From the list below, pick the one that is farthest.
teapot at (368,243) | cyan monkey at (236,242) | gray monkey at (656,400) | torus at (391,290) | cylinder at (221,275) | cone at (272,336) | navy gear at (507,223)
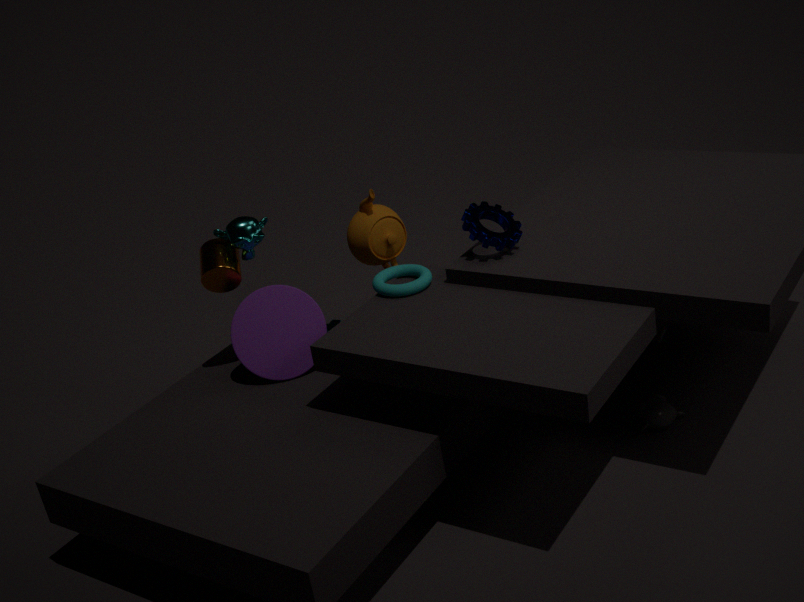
teapot at (368,243)
